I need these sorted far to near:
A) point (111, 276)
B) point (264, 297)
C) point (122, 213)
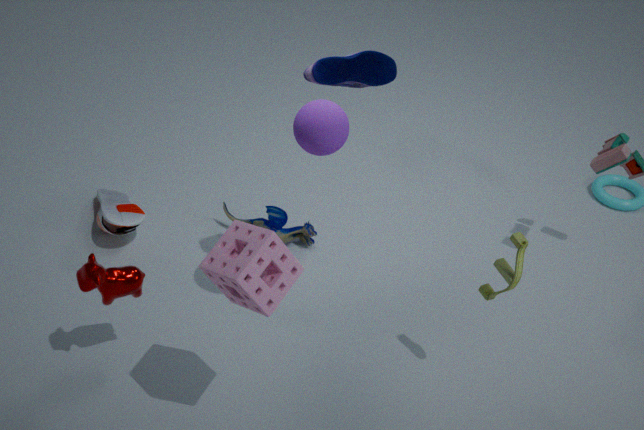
point (122, 213) < point (111, 276) < point (264, 297)
